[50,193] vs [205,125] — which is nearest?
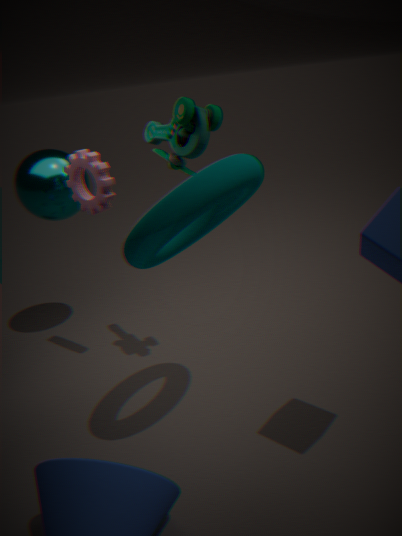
[205,125]
